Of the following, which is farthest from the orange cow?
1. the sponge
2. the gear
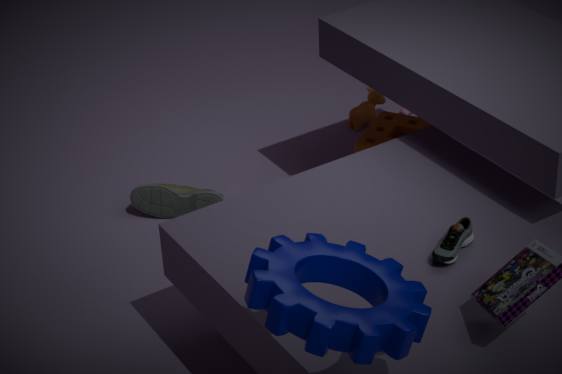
the gear
